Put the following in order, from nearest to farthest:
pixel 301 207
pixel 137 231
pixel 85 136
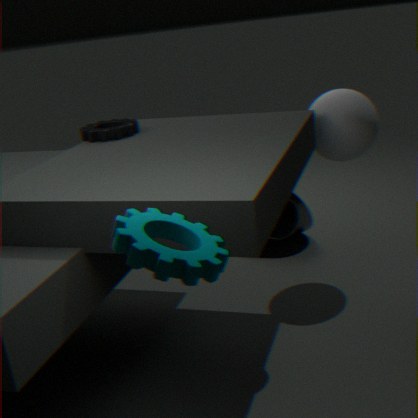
pixel 137 231
pixel 85 136
pixel 301 207
